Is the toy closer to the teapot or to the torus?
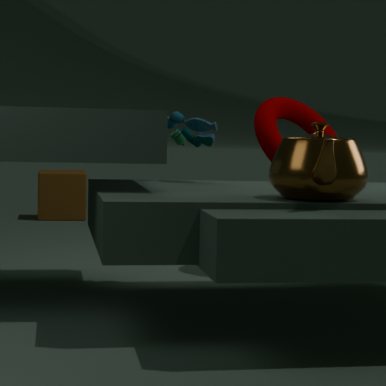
the torus
